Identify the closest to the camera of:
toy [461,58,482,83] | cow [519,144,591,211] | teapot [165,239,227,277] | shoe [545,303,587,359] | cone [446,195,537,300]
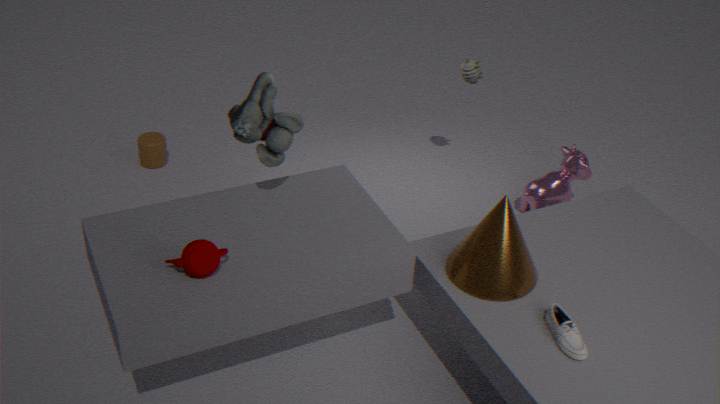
shoe [545,303,587,359]
